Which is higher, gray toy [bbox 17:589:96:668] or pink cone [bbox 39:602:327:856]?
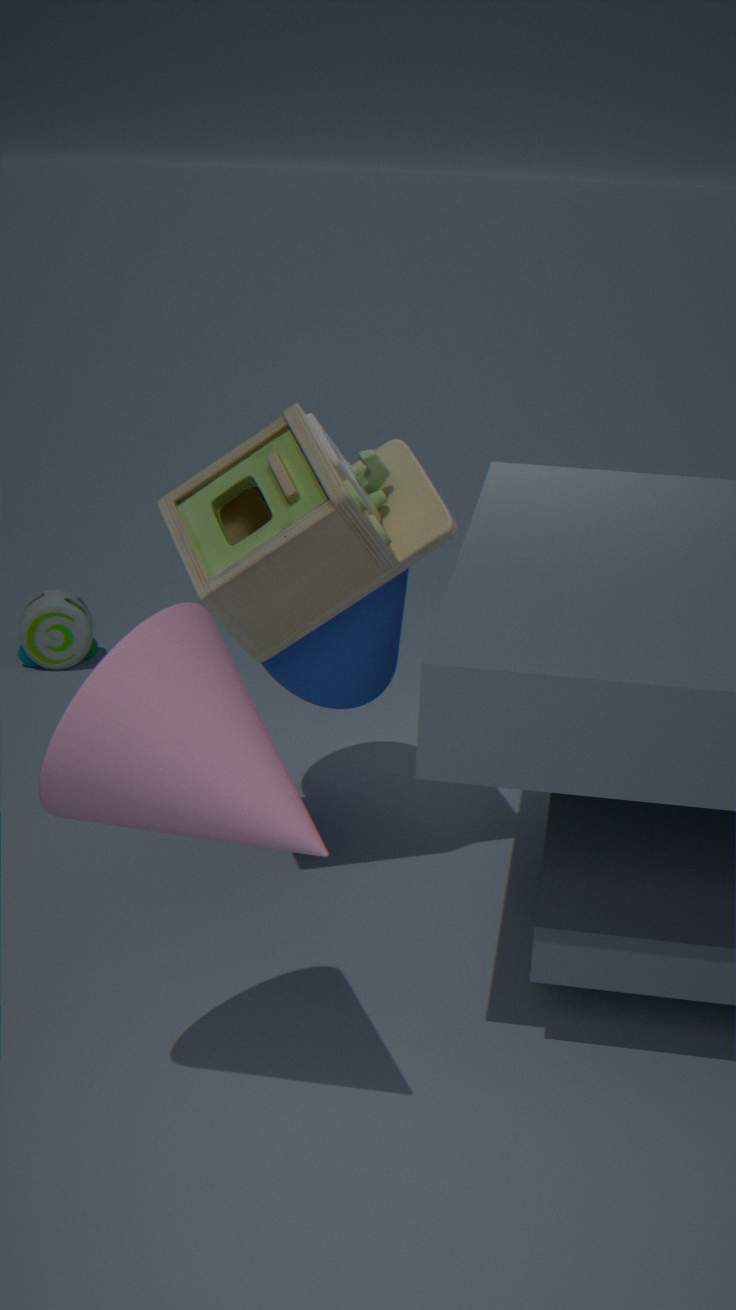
pink cone [bbox 39:602:327:856]
